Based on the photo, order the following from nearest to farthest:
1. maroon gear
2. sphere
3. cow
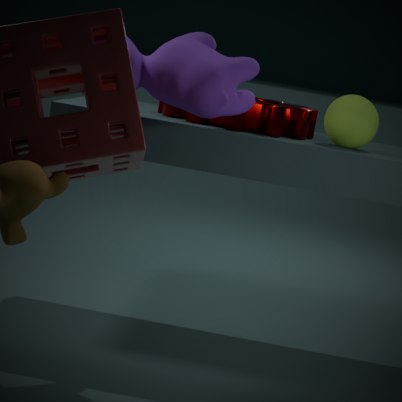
cow
sphere
maroon gear
